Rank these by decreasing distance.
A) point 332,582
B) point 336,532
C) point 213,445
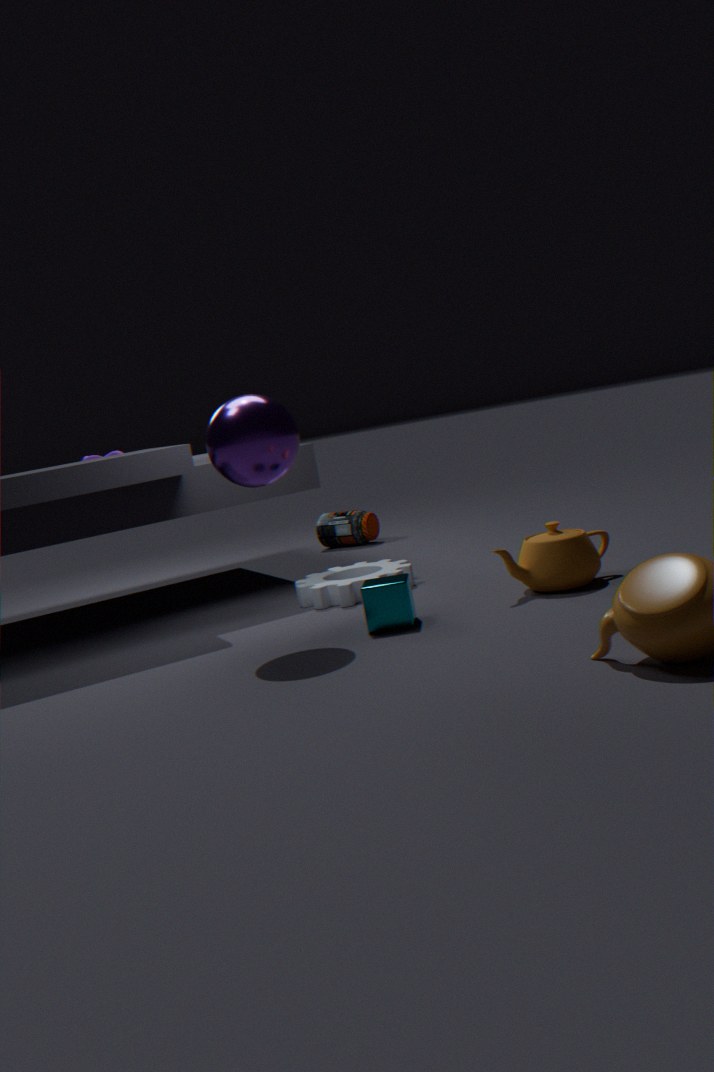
point 336,532 → point 332,582 → point 213,445
